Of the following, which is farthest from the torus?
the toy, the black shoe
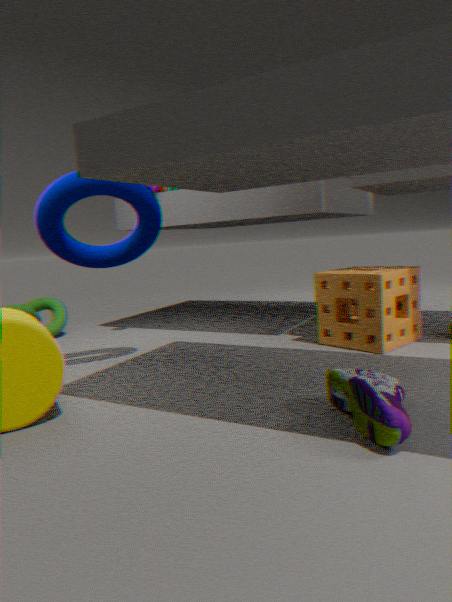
the black shoe
